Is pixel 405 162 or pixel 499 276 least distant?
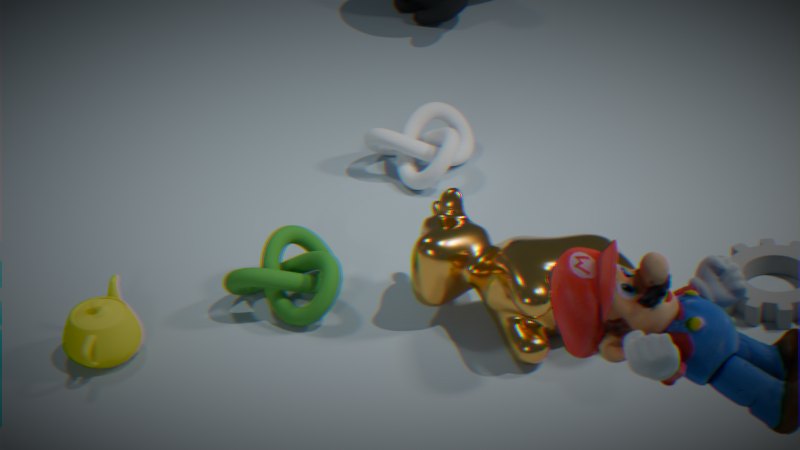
pixel 499 276
